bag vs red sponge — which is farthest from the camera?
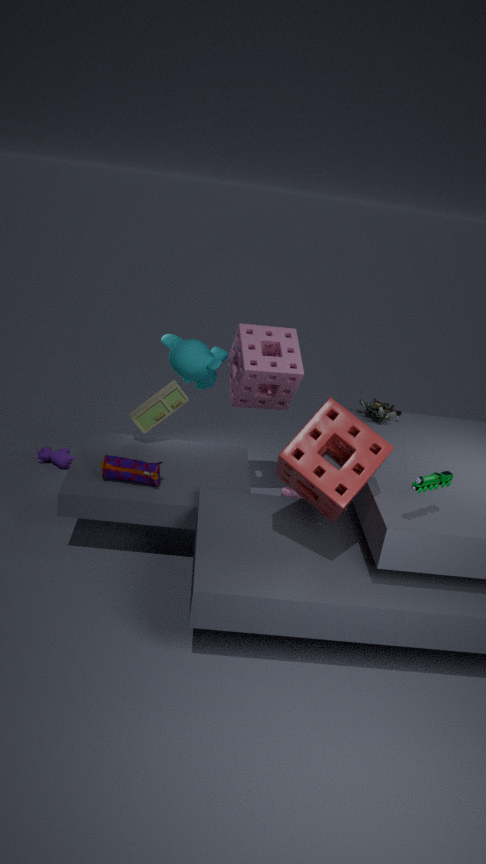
bag
